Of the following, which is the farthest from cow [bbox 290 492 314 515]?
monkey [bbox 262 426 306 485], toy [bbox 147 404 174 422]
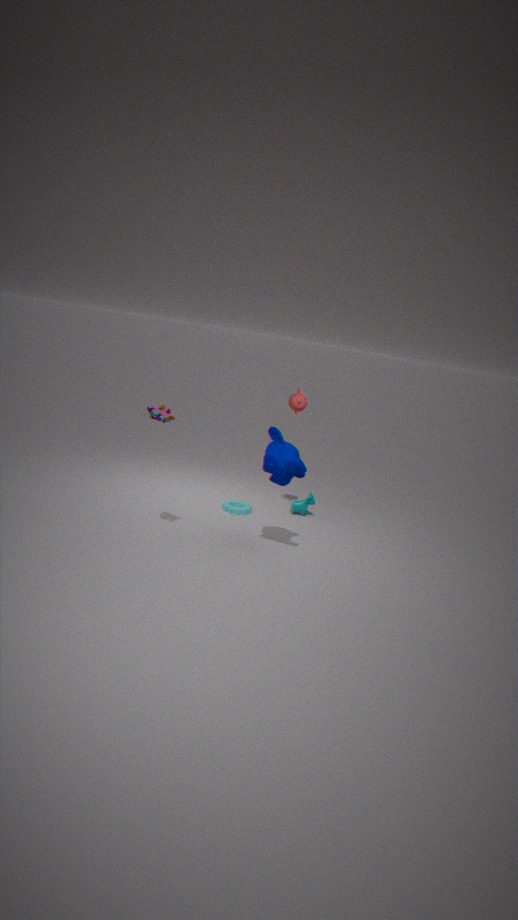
toy [bbox 147 404 174 422]
